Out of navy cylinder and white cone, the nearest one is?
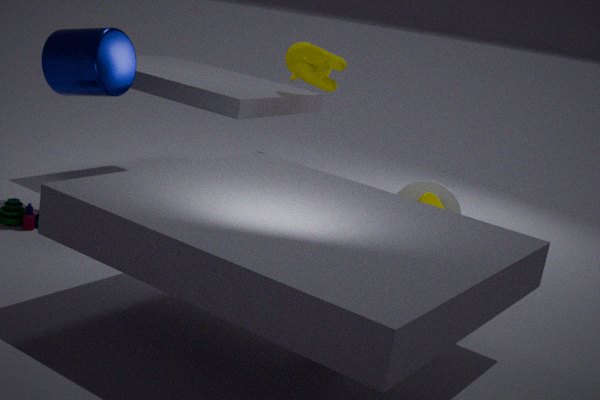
navy cylinder
